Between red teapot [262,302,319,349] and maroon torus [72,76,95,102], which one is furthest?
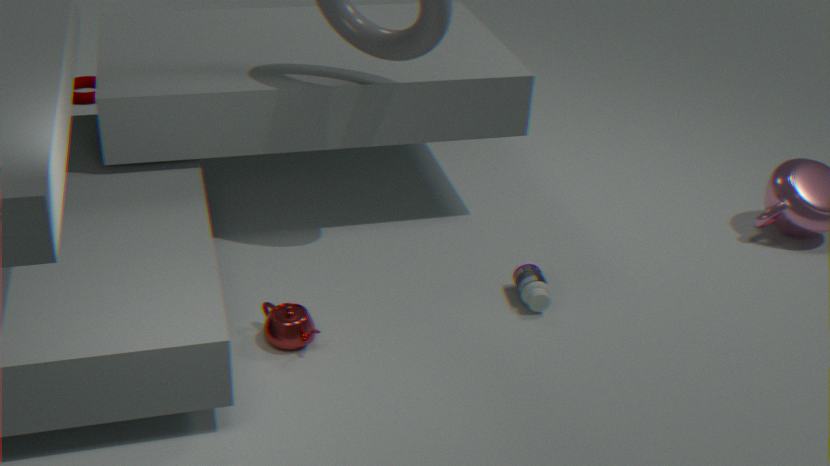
maroon torus [72,76,95,102]
